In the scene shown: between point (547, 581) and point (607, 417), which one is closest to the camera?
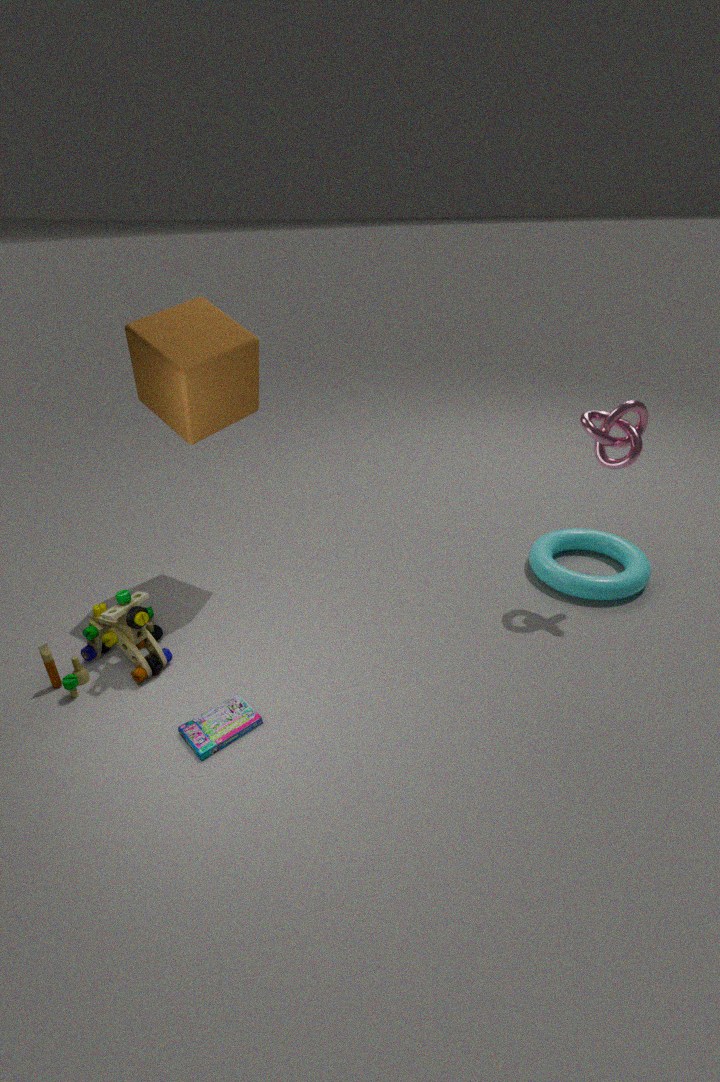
point (607, 417)
